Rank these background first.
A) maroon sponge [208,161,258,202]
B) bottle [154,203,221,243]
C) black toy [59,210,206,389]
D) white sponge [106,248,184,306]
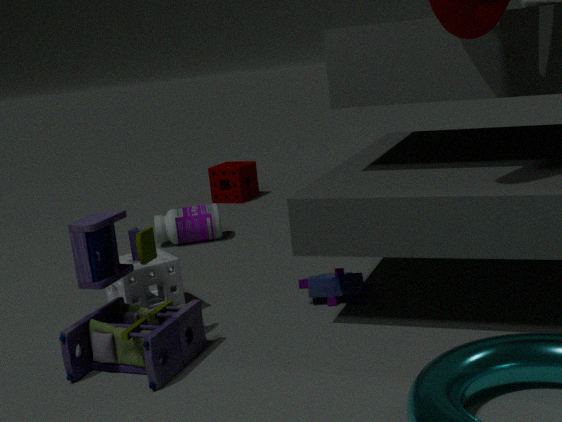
maroon sponge [208,161,258,202]
bottle [154,203,221,243]
white sponge [106,248,184,306]
black toy [59,210,206,389]
